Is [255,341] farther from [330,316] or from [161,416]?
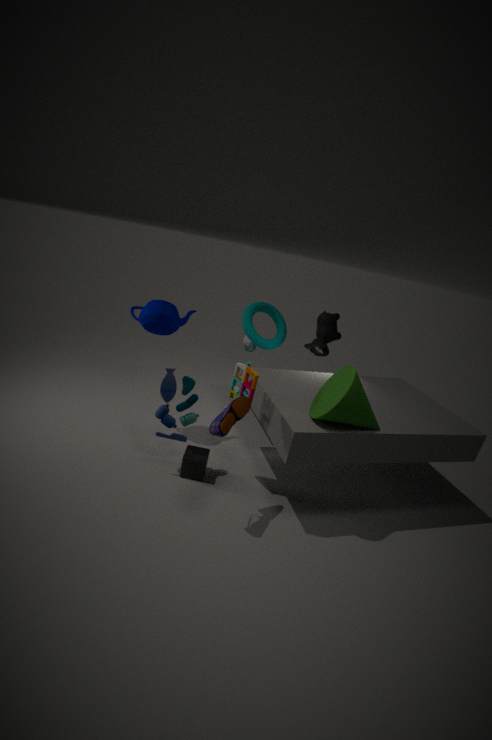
[161,416]
